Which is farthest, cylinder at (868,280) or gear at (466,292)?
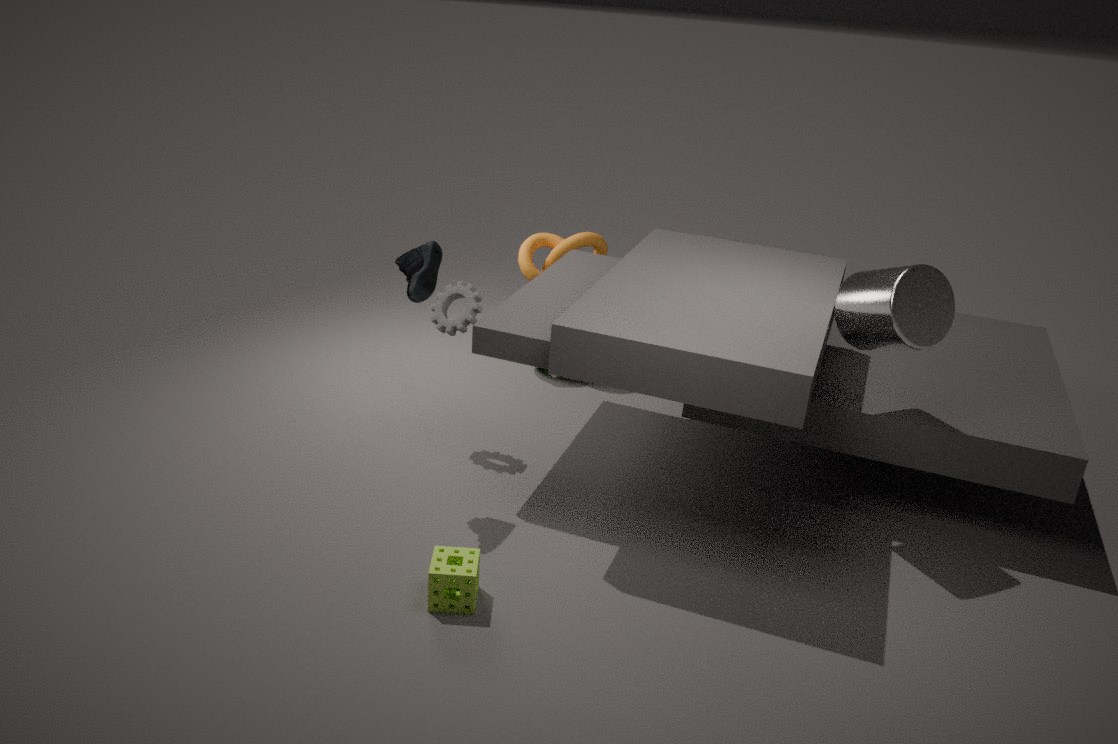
gear at (466,292)
